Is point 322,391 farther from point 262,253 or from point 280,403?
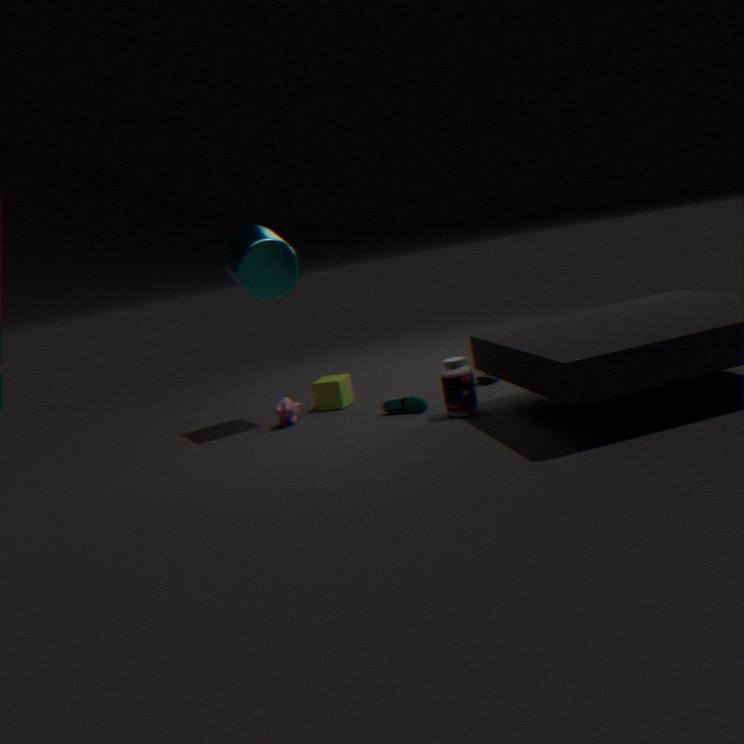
point 262,253
